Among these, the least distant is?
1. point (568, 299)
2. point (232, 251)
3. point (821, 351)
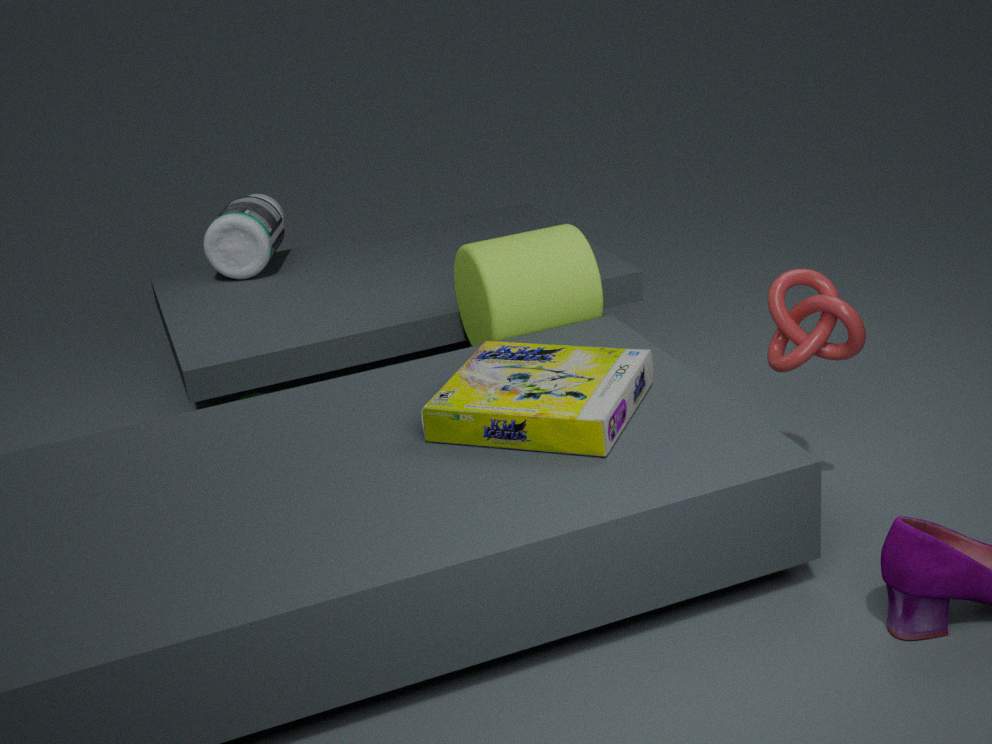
point (821, 351)
